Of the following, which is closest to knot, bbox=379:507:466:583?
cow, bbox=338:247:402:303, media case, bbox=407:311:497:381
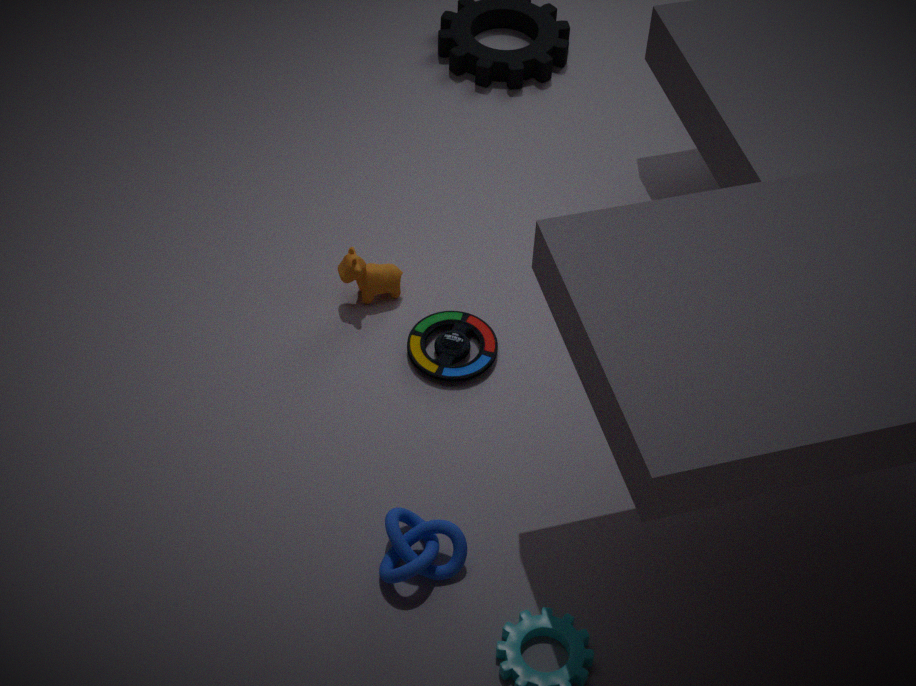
media case, bbox=407:311:497:381
